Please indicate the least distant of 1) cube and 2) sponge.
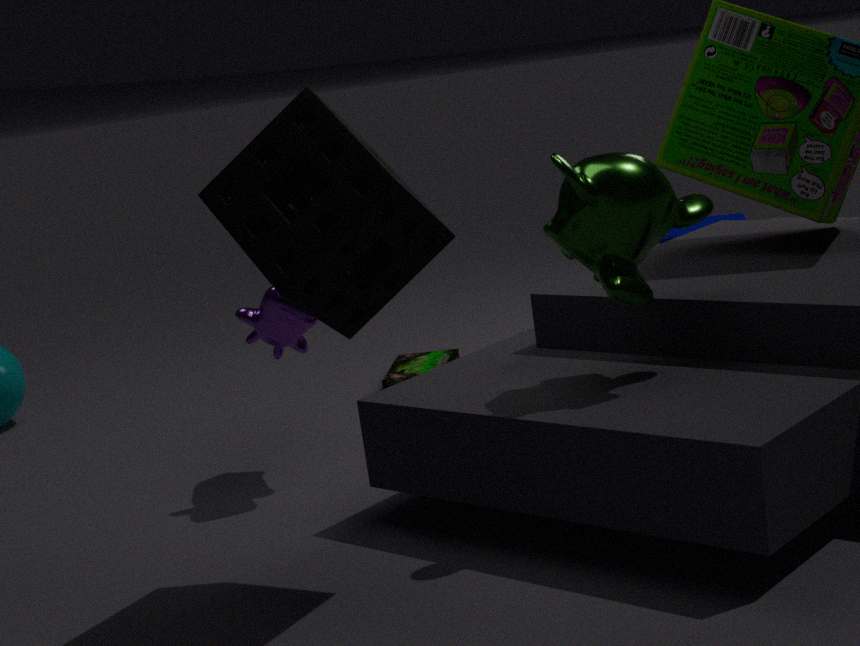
2. sponge
